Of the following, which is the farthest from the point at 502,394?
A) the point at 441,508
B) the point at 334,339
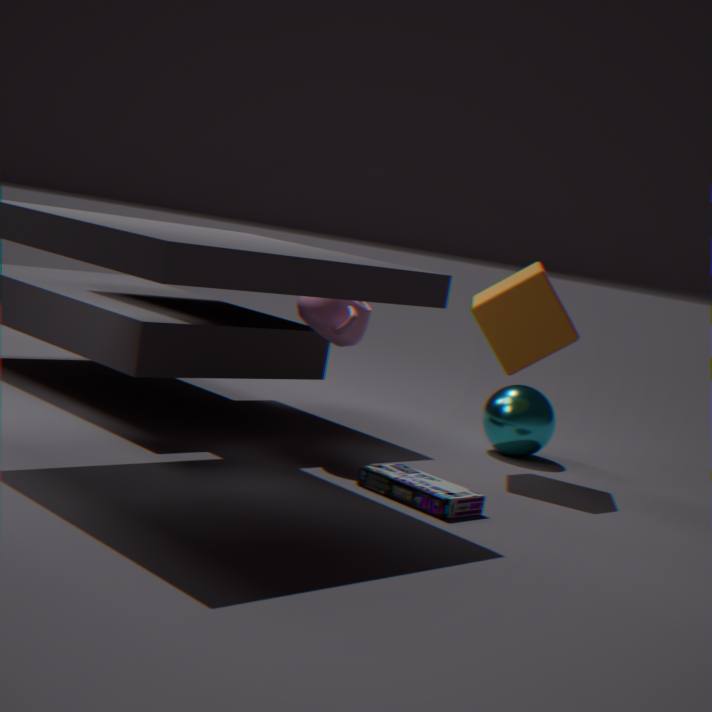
the point at 441,508
